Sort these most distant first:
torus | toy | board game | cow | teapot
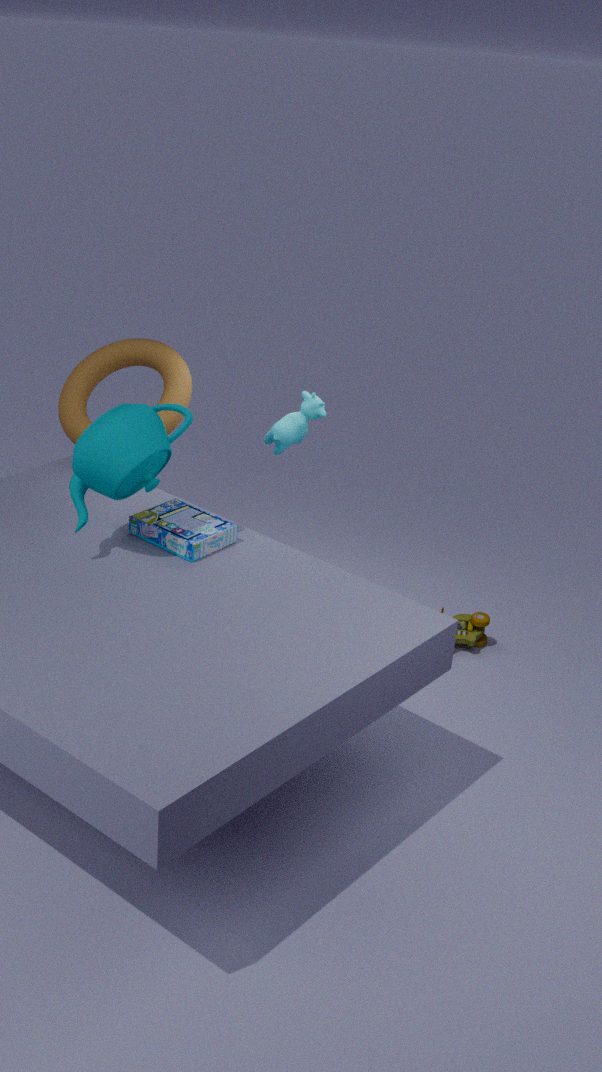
toy
torus
cow
board game
teapot
